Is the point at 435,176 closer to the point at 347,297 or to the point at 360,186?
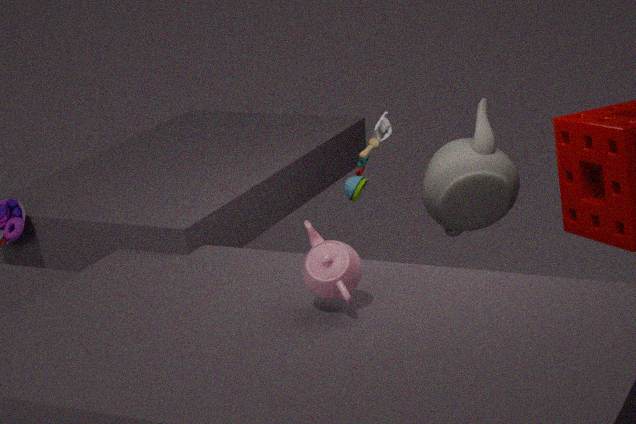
the point at 360,186
